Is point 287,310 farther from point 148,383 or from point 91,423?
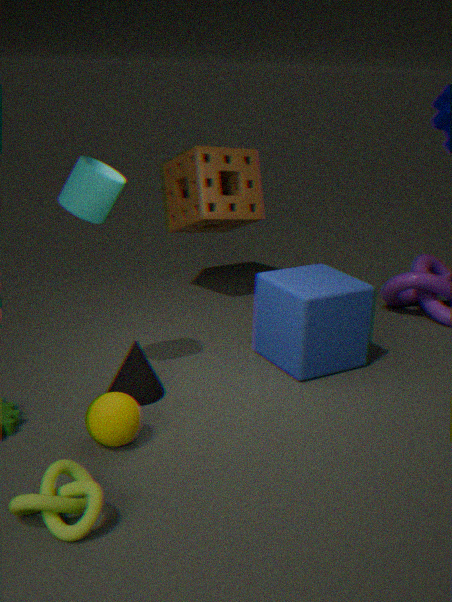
point 91,423
